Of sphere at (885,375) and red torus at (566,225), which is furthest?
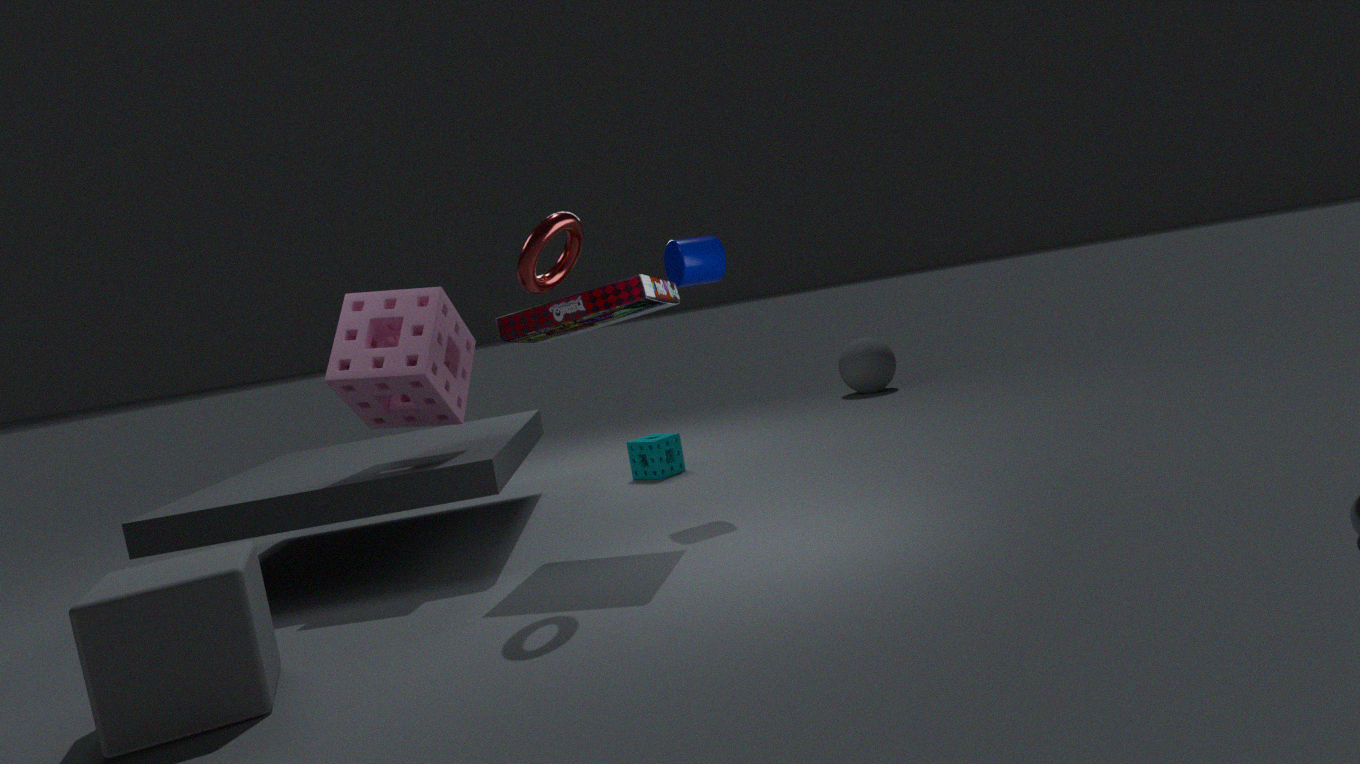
sphere at (885,375)
